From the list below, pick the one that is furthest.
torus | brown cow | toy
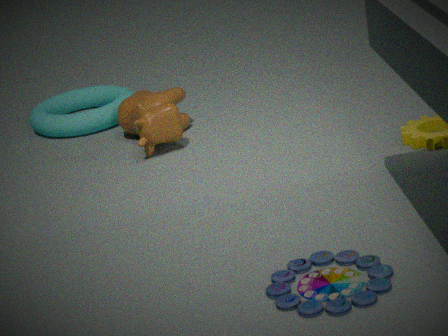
torus
